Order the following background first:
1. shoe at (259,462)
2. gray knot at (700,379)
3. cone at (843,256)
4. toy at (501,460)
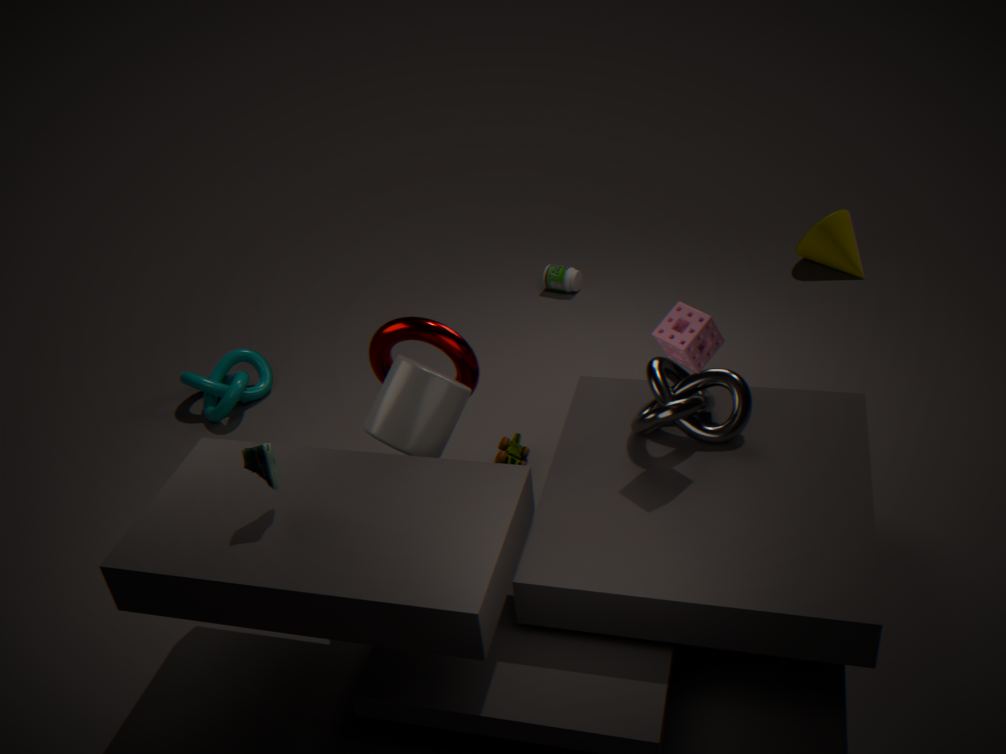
1. cone at (843,256)
2. toy at (501,460)
3. gray knot at (700,379)
4. shoe at (259,462)
